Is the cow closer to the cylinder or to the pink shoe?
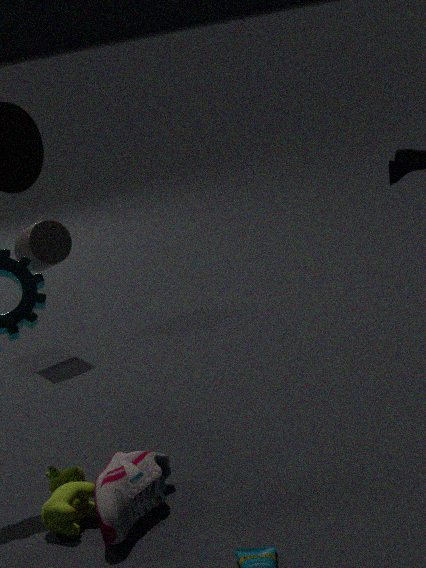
the pink shoe
